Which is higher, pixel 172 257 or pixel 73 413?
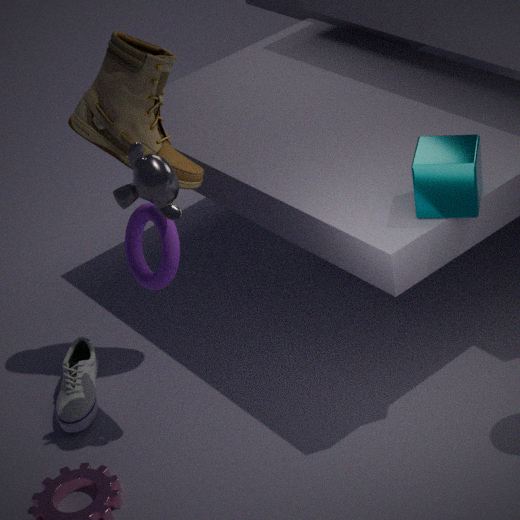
pixel 172 257
